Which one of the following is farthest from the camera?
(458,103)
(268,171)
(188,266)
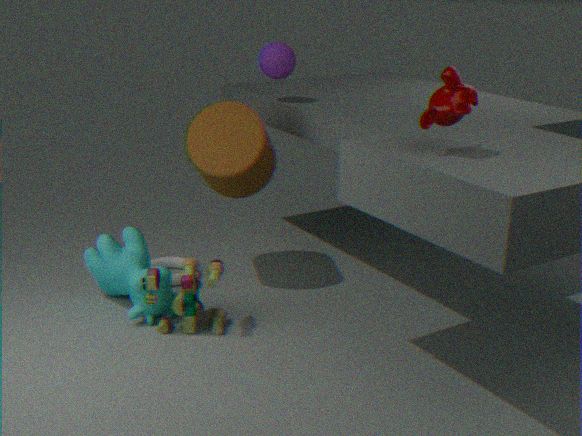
(268,171)
